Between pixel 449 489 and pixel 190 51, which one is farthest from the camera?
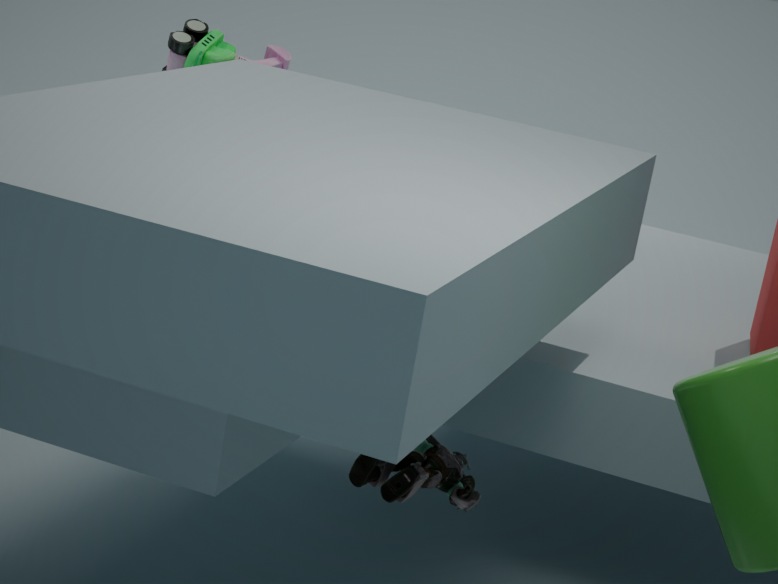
pixel 190 51
